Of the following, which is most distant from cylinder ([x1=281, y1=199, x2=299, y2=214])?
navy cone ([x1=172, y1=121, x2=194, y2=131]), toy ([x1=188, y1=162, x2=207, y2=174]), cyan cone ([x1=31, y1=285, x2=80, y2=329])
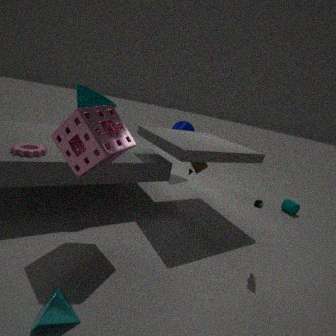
cyan cone ([x1=31, y1=285, x2=80, y2=329])
